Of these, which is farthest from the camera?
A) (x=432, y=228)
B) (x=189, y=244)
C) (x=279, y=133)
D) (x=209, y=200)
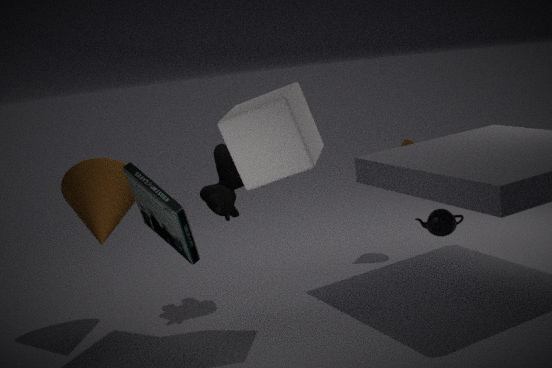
(x=432, y=228)
